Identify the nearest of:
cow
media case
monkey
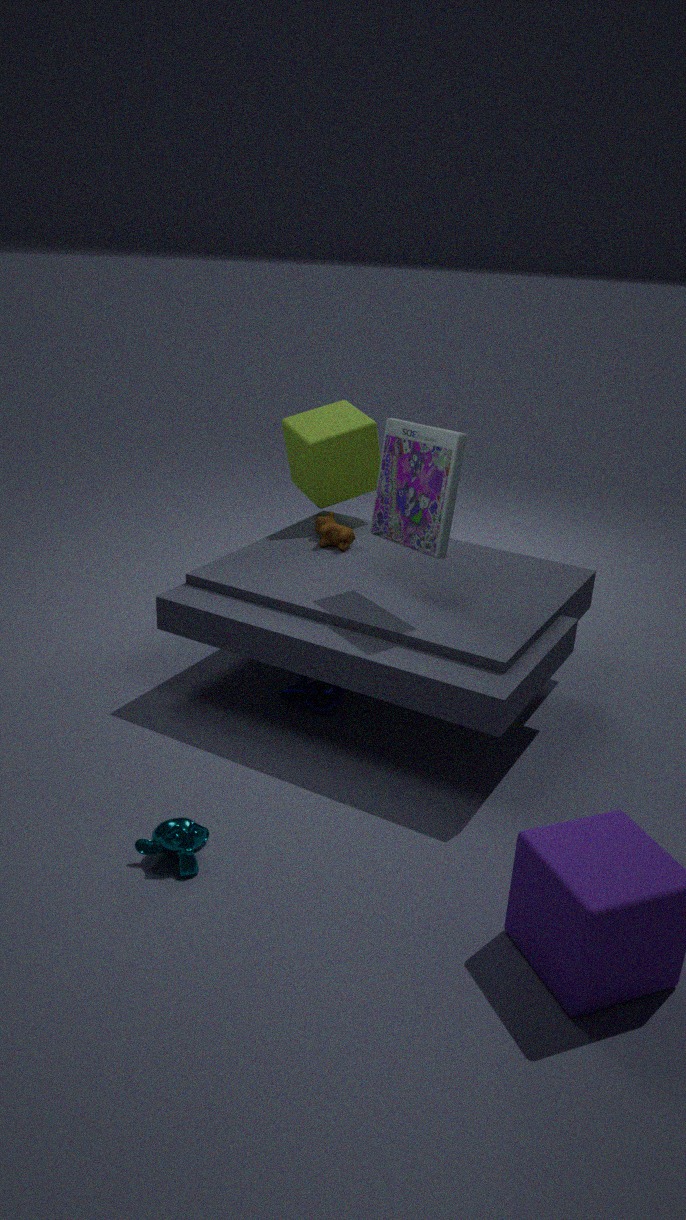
monkey
